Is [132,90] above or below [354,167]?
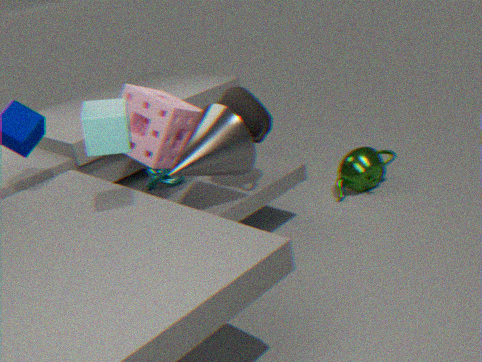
above
